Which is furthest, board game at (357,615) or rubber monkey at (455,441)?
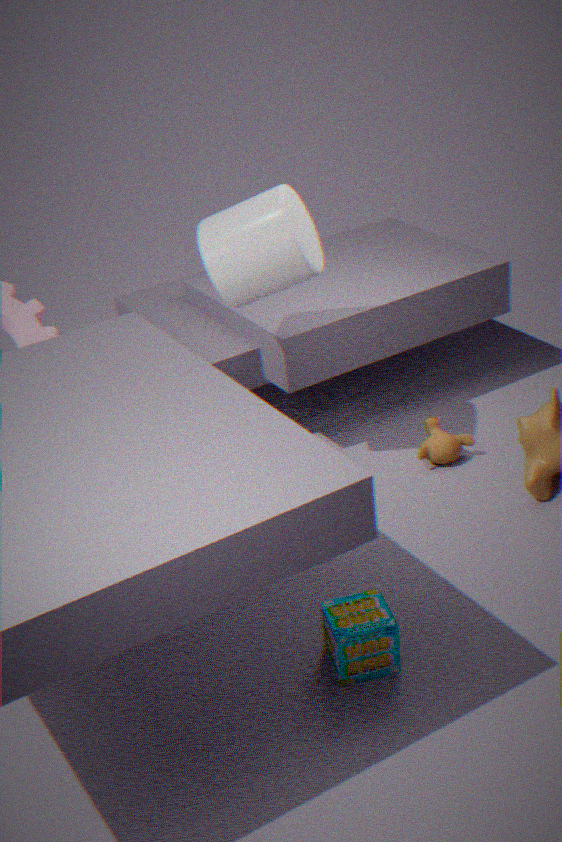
rubber monkey at (455,441)
